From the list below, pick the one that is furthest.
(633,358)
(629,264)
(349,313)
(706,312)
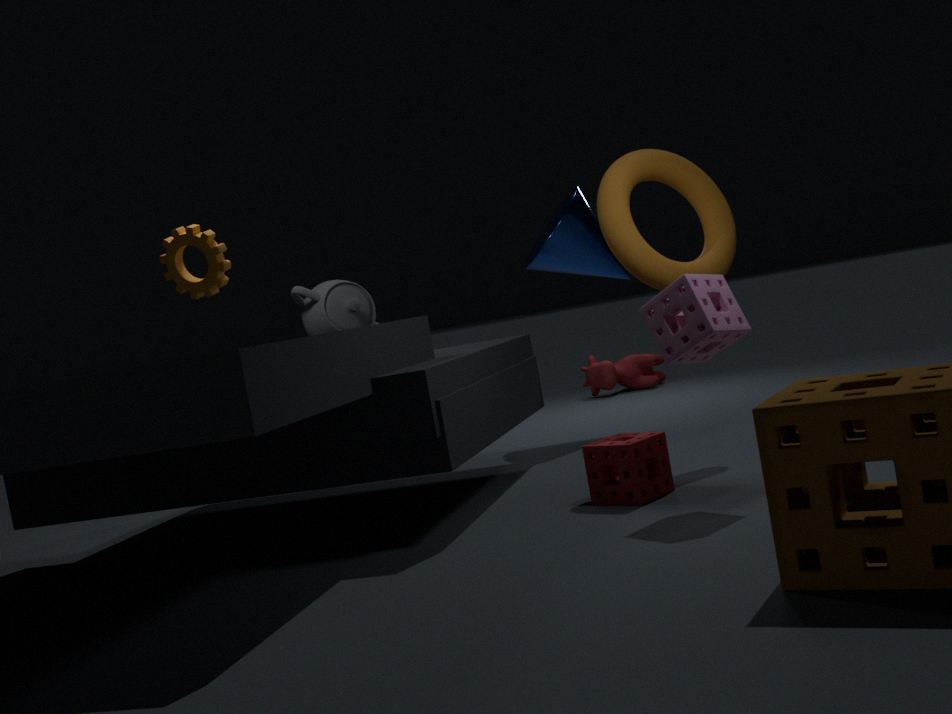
(633,358)
